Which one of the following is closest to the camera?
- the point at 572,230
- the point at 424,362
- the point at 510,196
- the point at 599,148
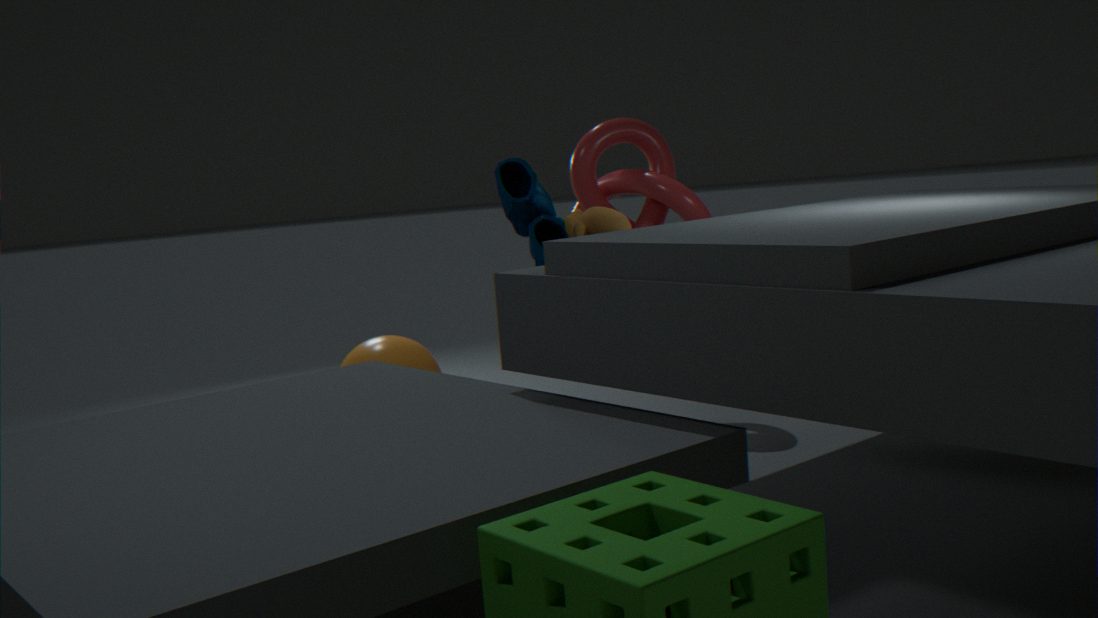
the point at 572,230
